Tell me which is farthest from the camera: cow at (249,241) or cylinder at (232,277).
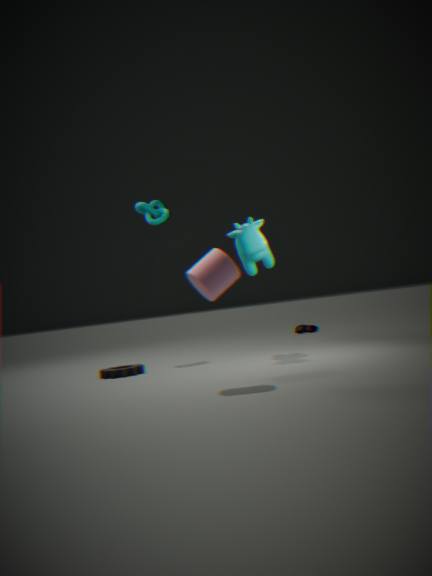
cow at (249,241)
